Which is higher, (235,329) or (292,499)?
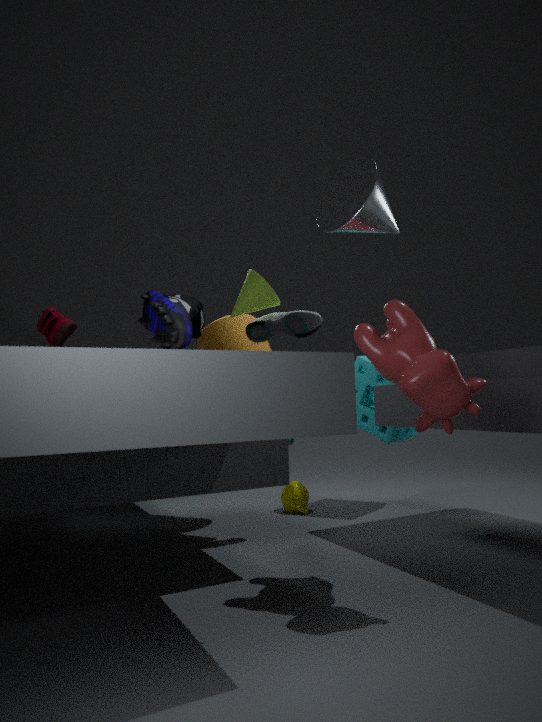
(235,329)
